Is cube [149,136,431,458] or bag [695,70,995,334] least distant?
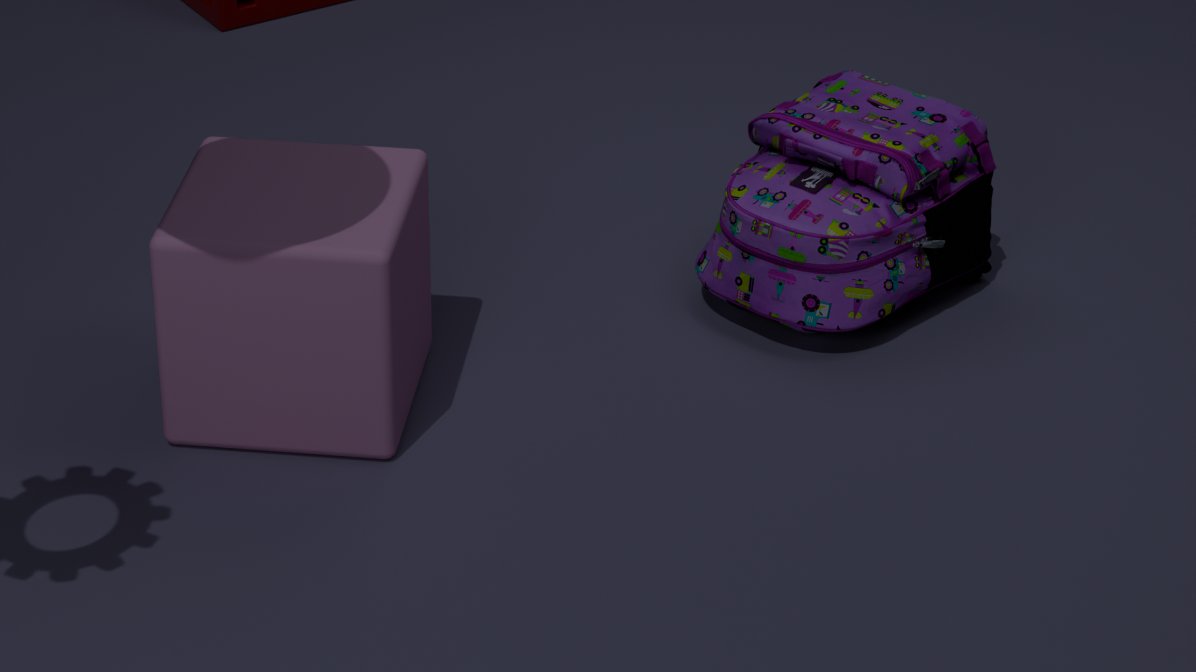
cube [149,136,431,458]
